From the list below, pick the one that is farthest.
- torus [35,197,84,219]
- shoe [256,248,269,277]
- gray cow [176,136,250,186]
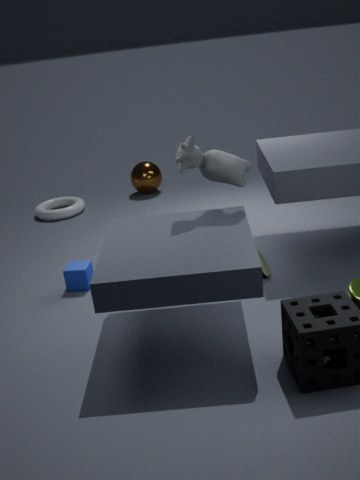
torus [35,197,84,219]
